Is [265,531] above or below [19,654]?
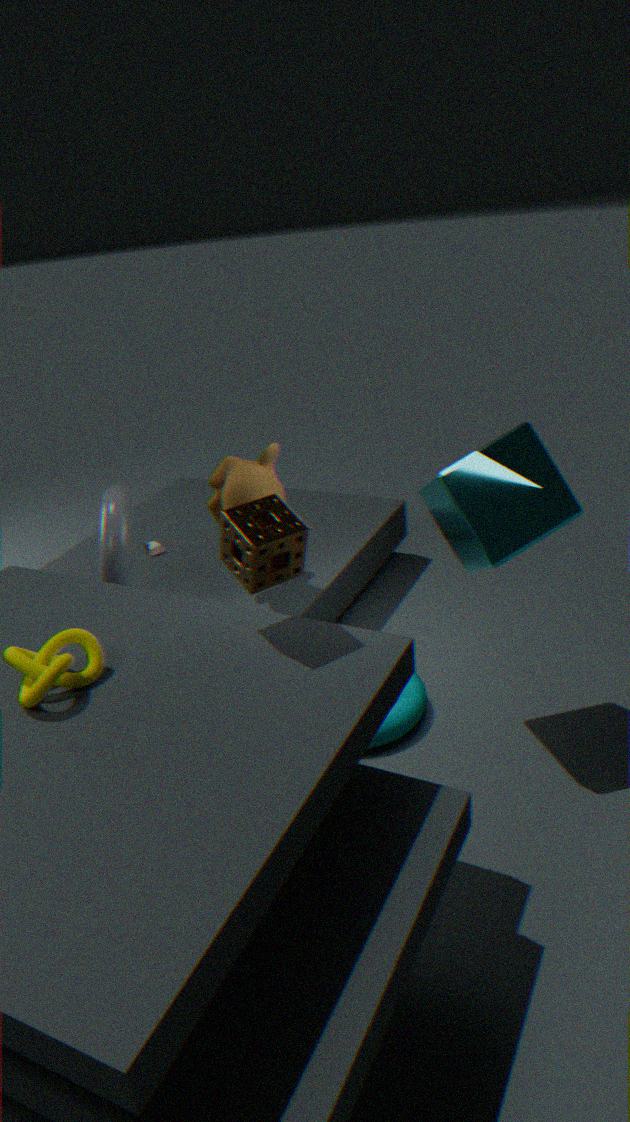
above
